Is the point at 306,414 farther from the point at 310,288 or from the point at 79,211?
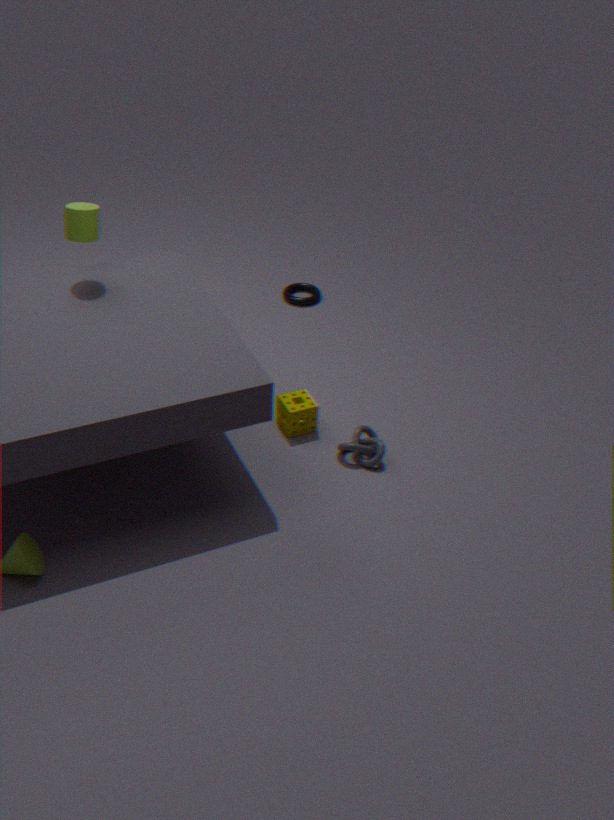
the point at 79,211
